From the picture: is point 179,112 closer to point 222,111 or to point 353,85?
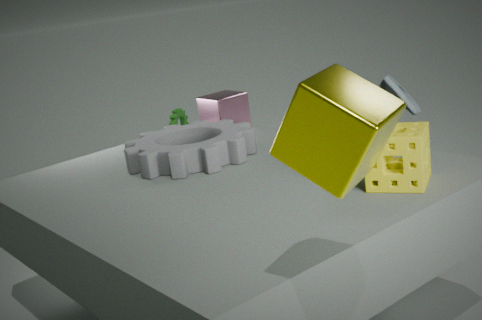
point 222,111
